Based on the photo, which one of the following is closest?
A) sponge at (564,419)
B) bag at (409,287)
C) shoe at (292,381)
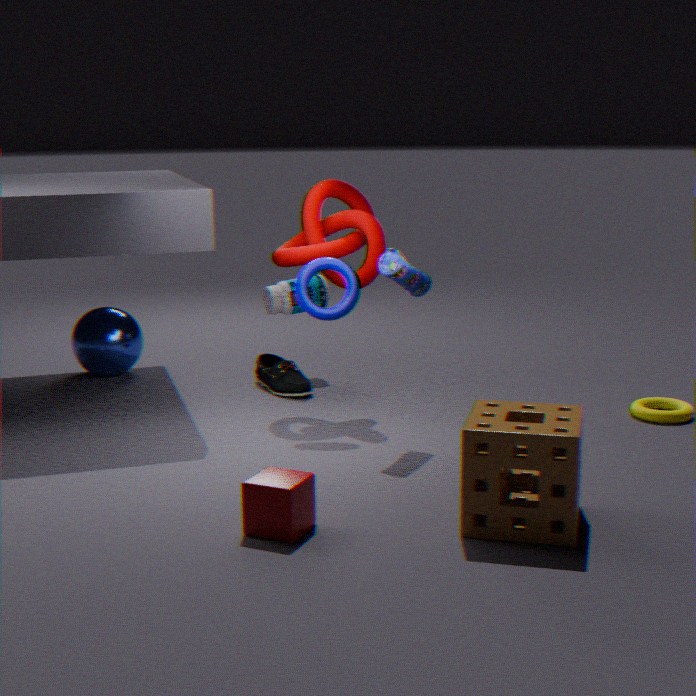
sponge at (564,419)
